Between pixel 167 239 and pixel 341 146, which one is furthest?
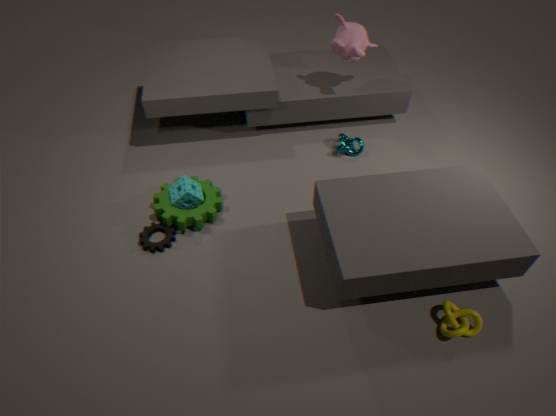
pixel 341 146
